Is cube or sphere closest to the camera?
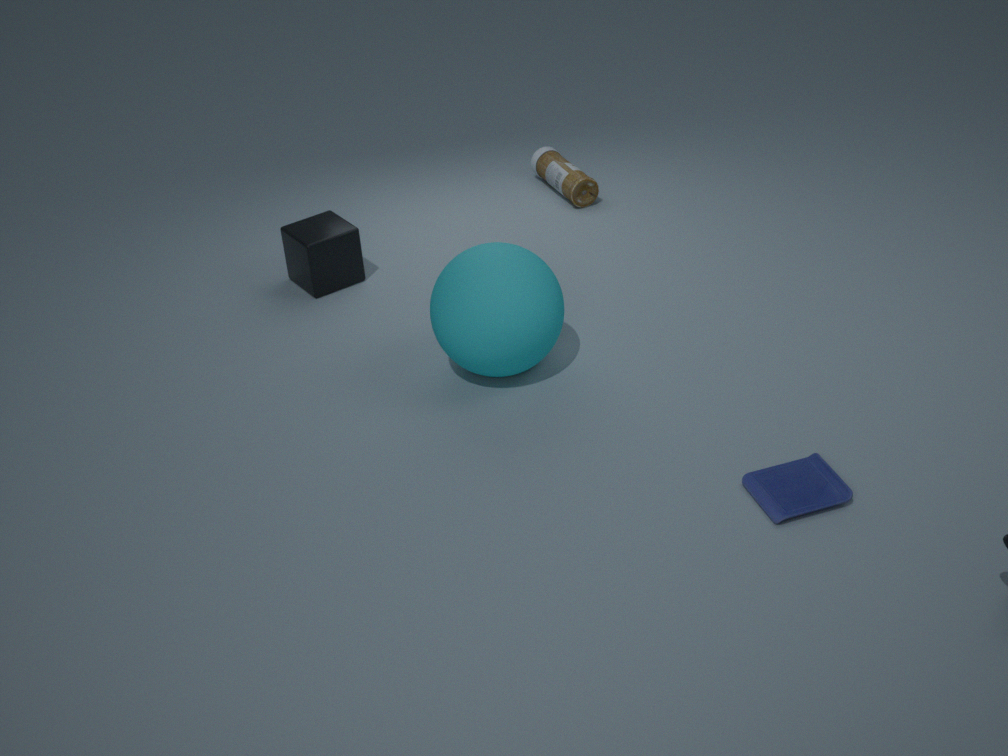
sphere
